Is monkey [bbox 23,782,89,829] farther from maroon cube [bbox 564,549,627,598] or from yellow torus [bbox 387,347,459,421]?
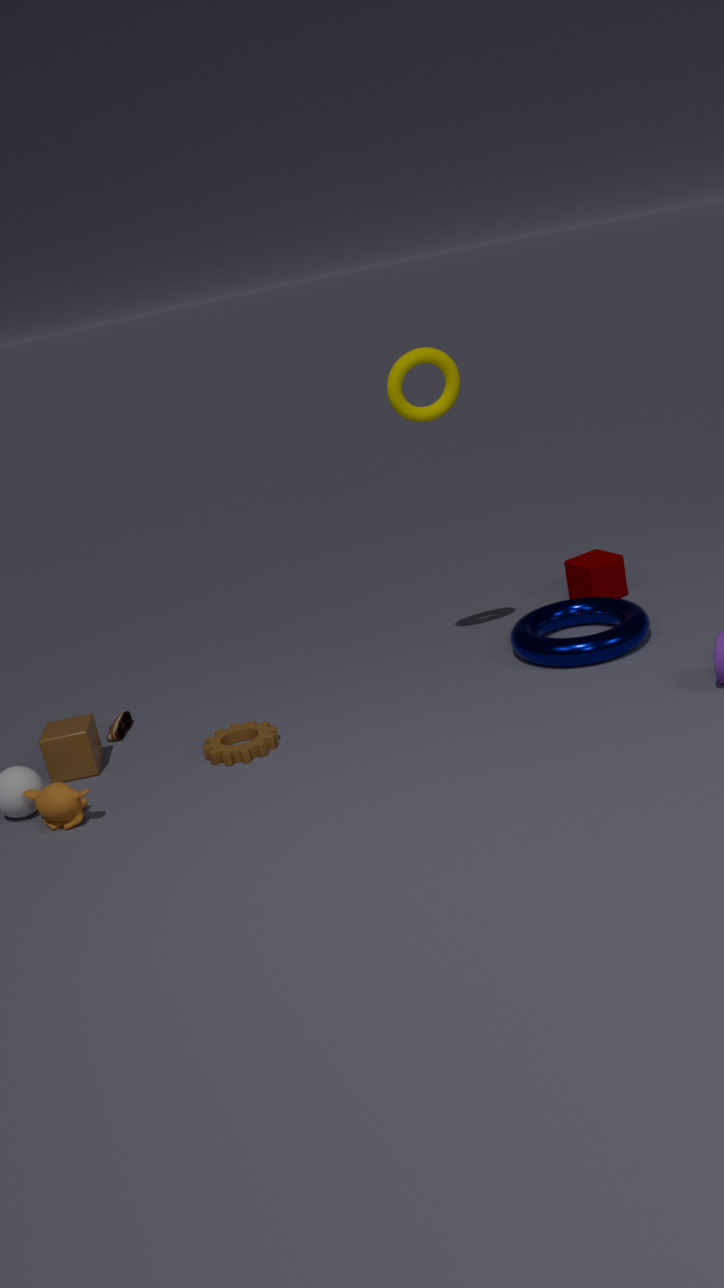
maroon cube [bbox 564,549,627,598]
